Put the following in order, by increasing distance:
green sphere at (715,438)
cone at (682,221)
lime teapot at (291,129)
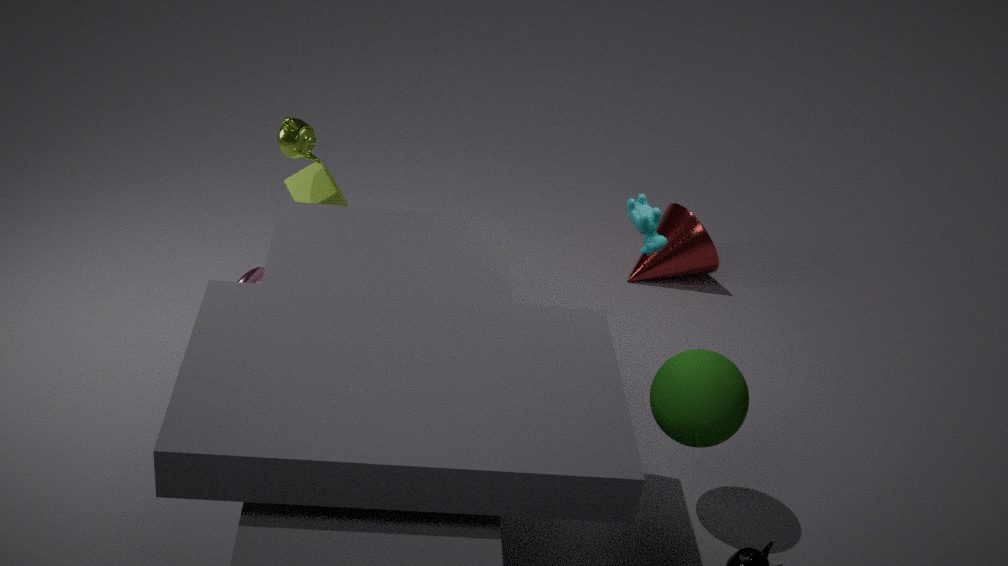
green sphere at (715,438) < lime teapot at (291,129) < cone at (682,221)
